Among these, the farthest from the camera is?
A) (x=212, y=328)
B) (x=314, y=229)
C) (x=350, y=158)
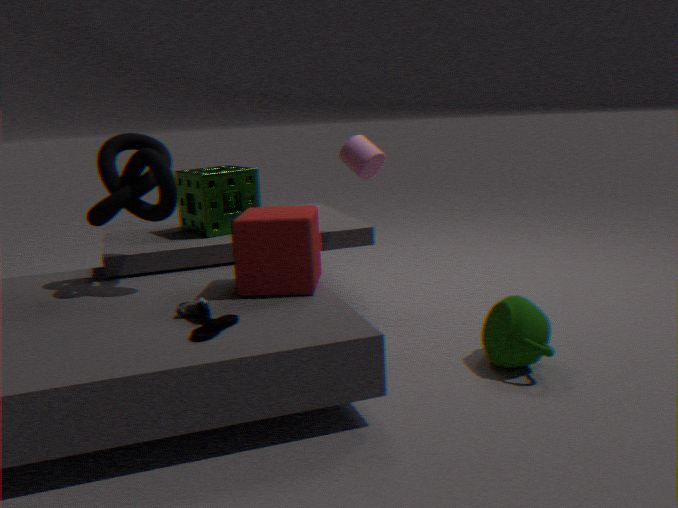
(x=350, y=158)
